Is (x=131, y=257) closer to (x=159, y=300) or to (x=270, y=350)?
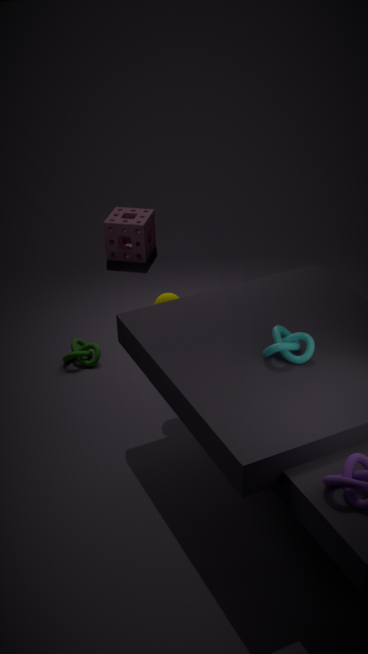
(x=159, y=300)
